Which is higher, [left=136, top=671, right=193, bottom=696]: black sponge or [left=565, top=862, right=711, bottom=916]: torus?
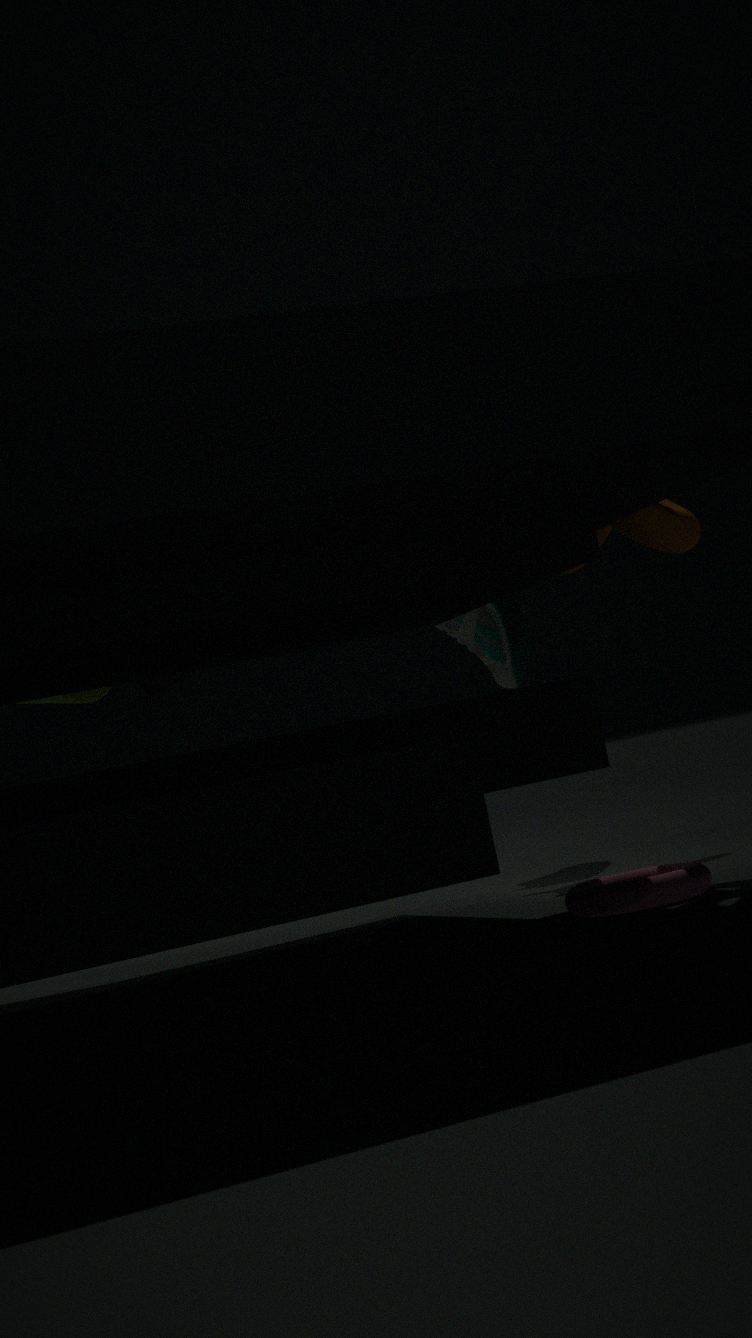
[left=136, top=671, right=193, bottom=696]: black sponge
